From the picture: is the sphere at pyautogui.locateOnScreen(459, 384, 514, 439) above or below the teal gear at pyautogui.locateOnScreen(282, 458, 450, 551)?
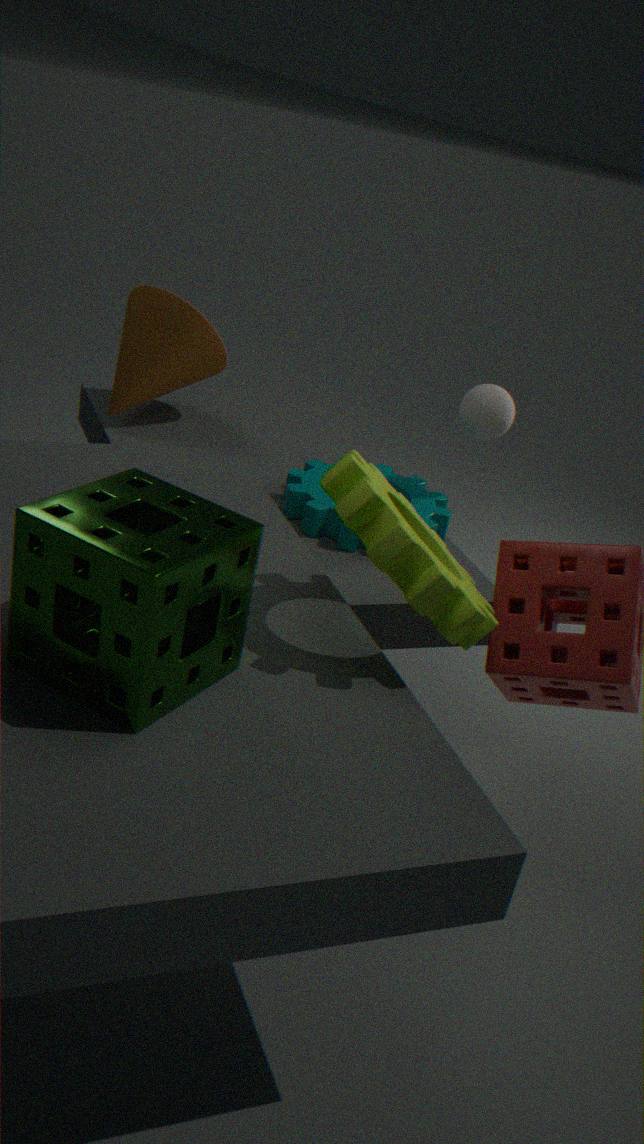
above
